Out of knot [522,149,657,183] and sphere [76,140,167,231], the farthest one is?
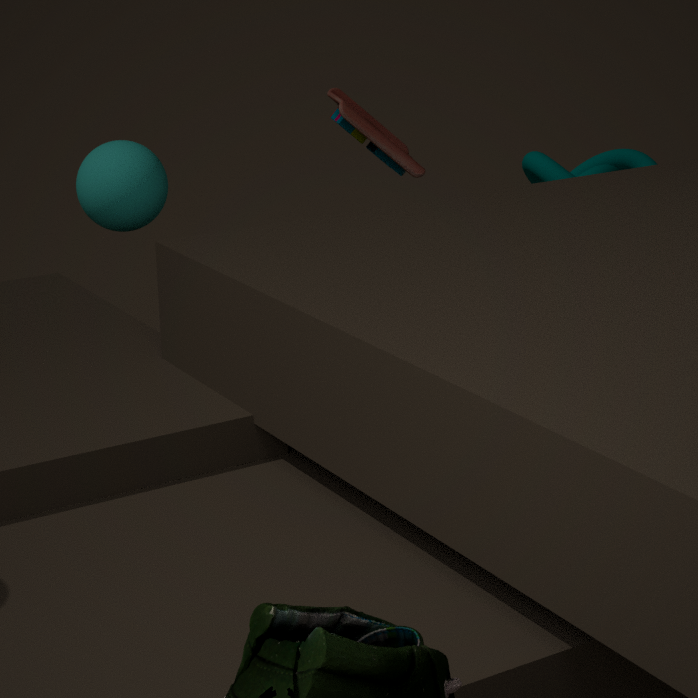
knot [522,149,657,183]
